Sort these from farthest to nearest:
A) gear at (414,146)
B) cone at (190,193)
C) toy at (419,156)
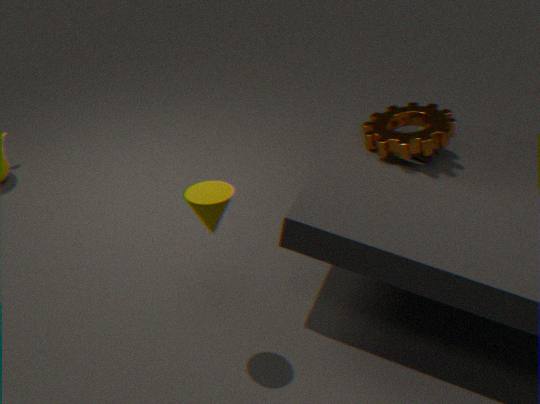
1. toy at (419,156)
2. gear at (414,146)
3. cone at (190,193)
